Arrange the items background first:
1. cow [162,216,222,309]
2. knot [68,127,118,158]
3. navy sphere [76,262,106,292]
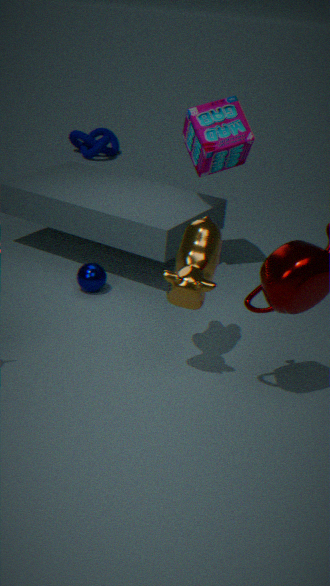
knot [68,127,118,158] < navy sphere [76,262,106,292] < cow [162,216,222,309]
